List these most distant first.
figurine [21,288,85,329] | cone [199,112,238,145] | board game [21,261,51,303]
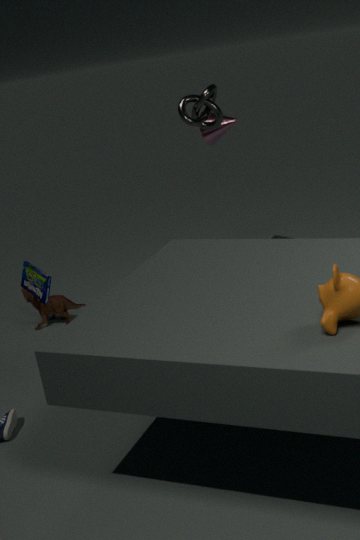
cone [199,112,238,145] → figurine [21,288,85,329] → board game [21,261,51,303]
